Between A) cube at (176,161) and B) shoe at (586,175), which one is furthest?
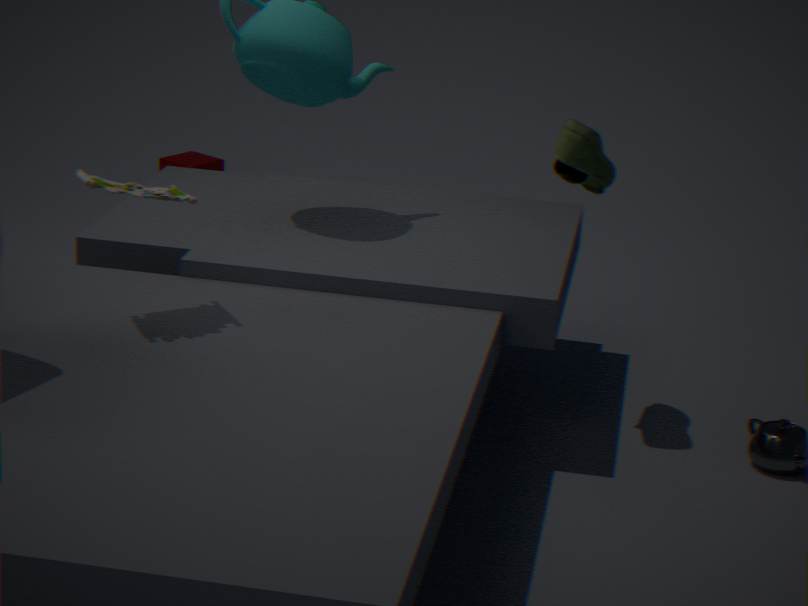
A. cube at (176,161)
